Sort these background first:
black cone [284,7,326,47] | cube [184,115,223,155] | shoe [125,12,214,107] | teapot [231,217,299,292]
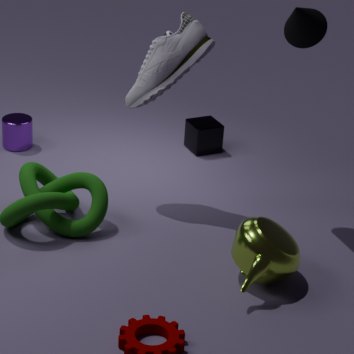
cube [184,115,223,155]
shoe [125,12,214,107]
black cone [284,7,326,47]
teapot [231,217,299,292]
